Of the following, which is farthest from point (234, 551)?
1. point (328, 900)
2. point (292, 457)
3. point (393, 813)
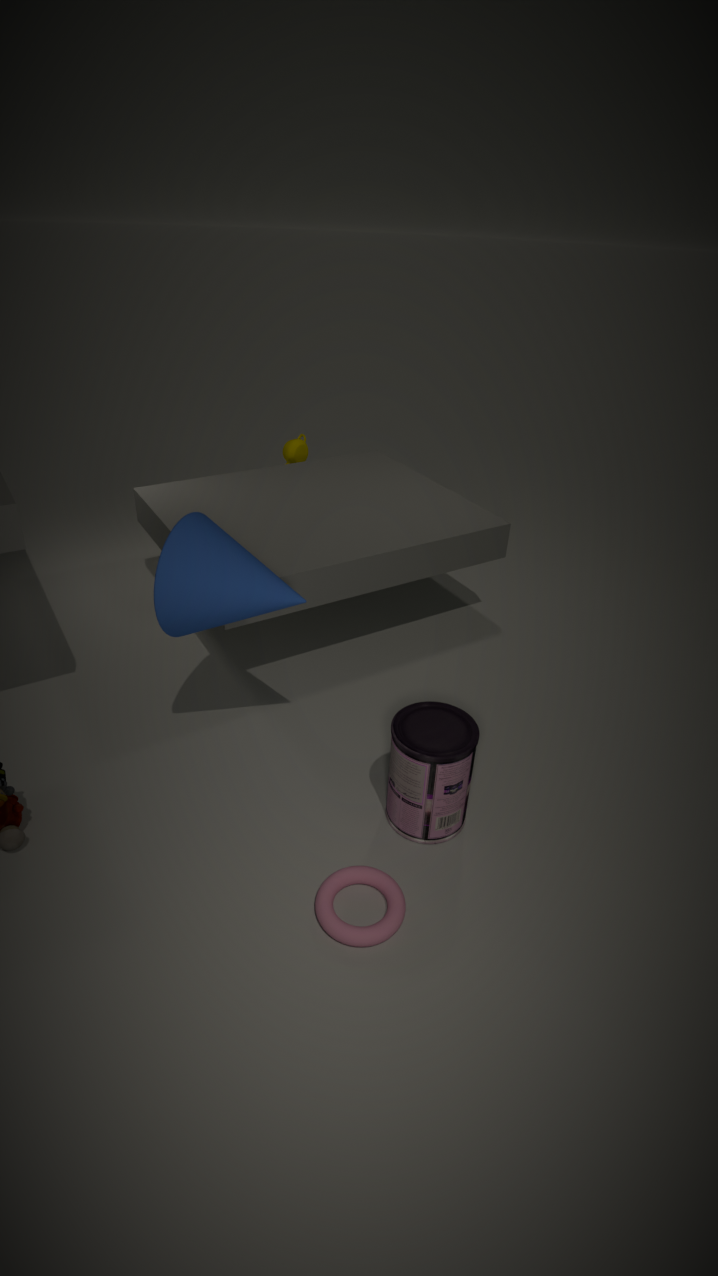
point (292, 457)
